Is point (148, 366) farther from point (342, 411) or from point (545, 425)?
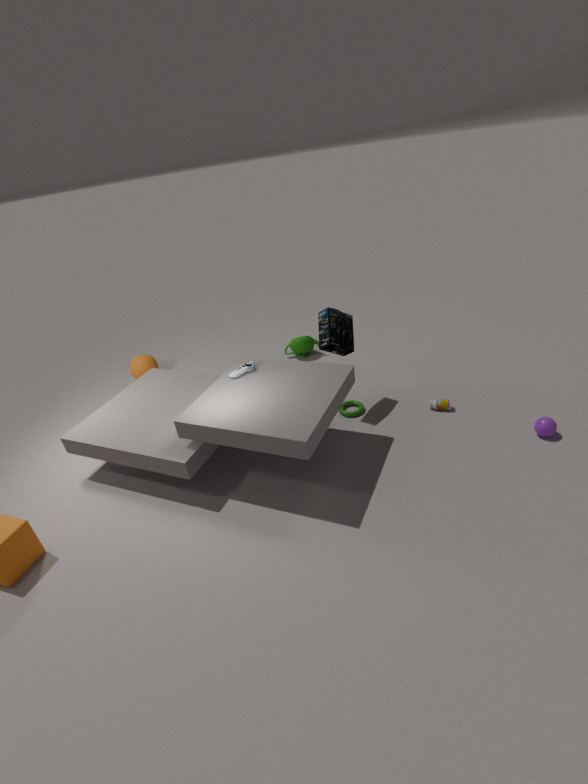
point (545, 425)
